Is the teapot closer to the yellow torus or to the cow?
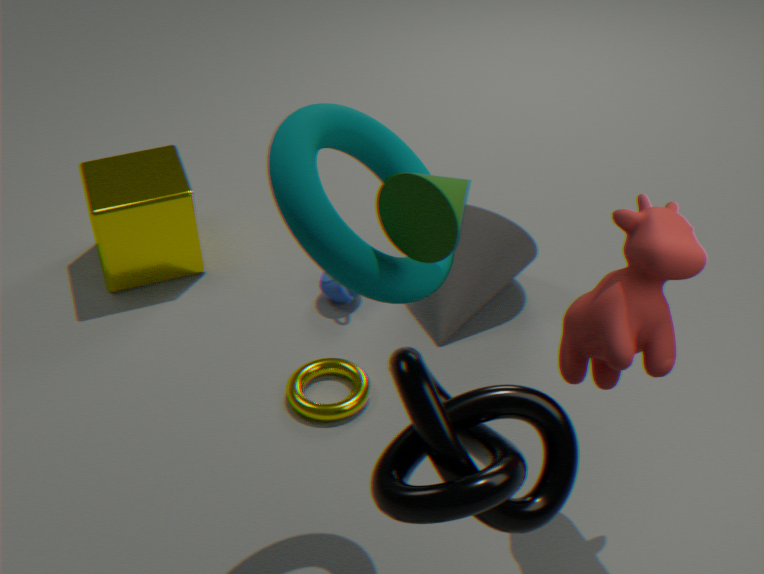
the yellow torus
